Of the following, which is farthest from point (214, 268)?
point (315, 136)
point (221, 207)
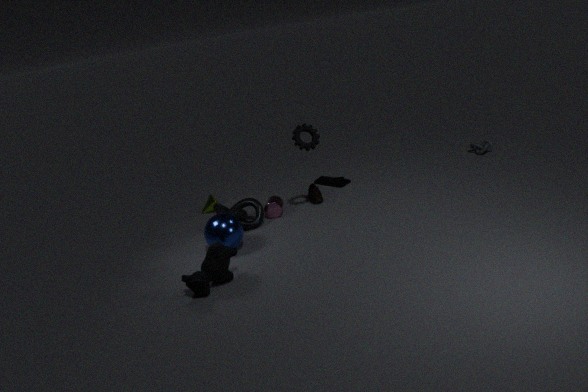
point (315, 136)
